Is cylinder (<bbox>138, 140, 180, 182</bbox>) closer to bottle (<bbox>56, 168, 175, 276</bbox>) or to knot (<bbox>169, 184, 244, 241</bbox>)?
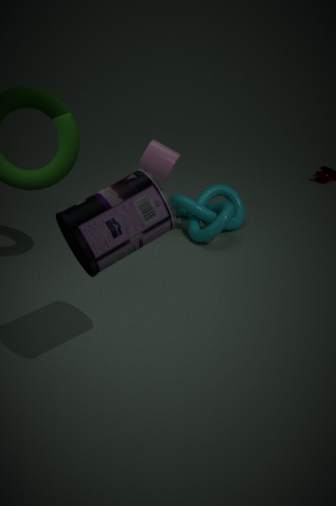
knot (<bbox>169, 184, 244, 241</bbox>)
